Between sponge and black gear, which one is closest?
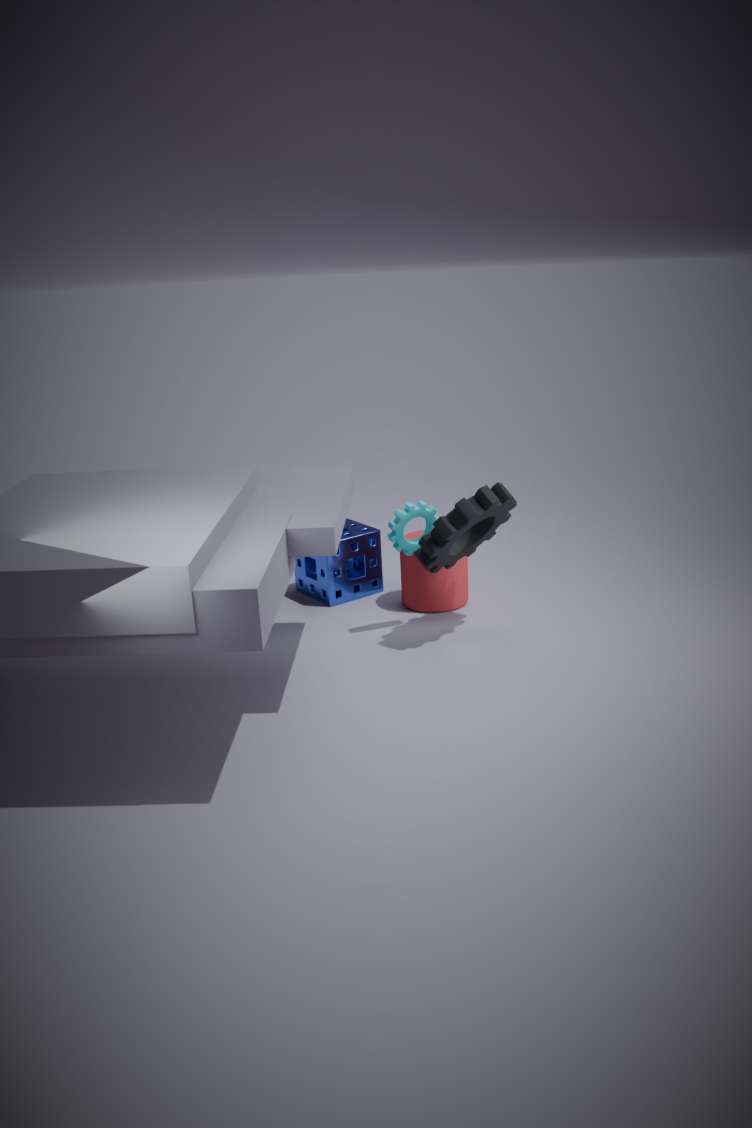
black gear
